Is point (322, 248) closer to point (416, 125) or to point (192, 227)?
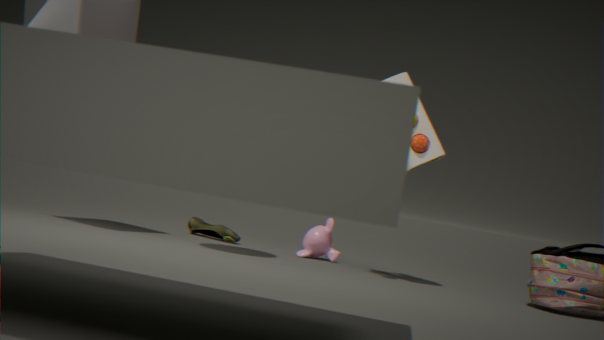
point (192, 227)
